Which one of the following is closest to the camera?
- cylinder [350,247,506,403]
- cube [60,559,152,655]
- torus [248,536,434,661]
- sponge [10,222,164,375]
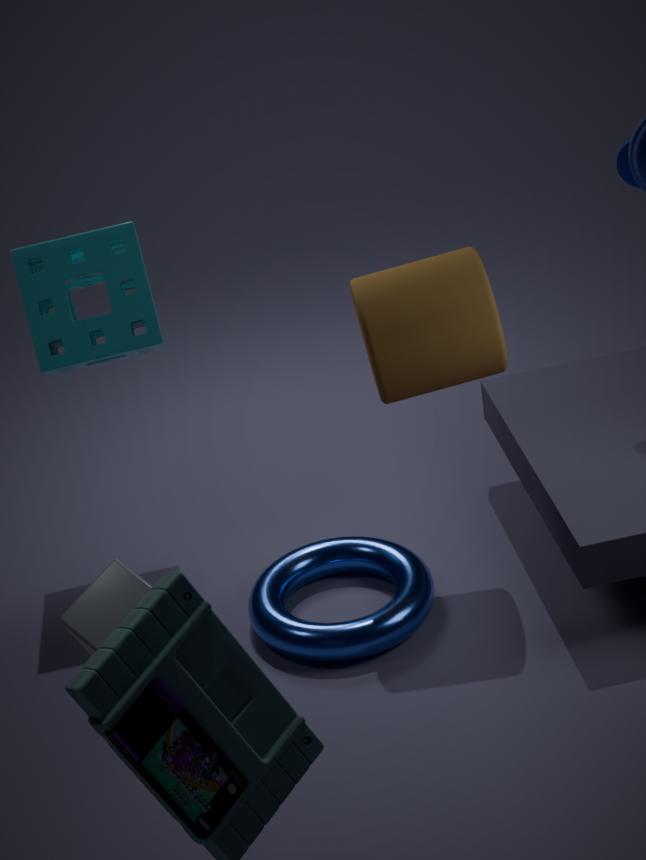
cube [60,559,152,655]
